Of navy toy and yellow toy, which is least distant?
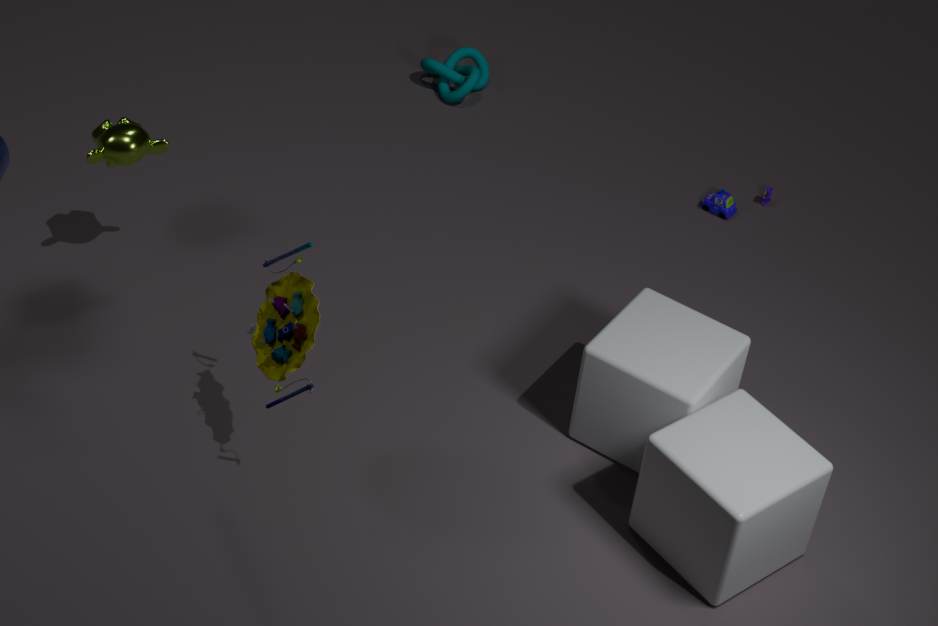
yellow toy
